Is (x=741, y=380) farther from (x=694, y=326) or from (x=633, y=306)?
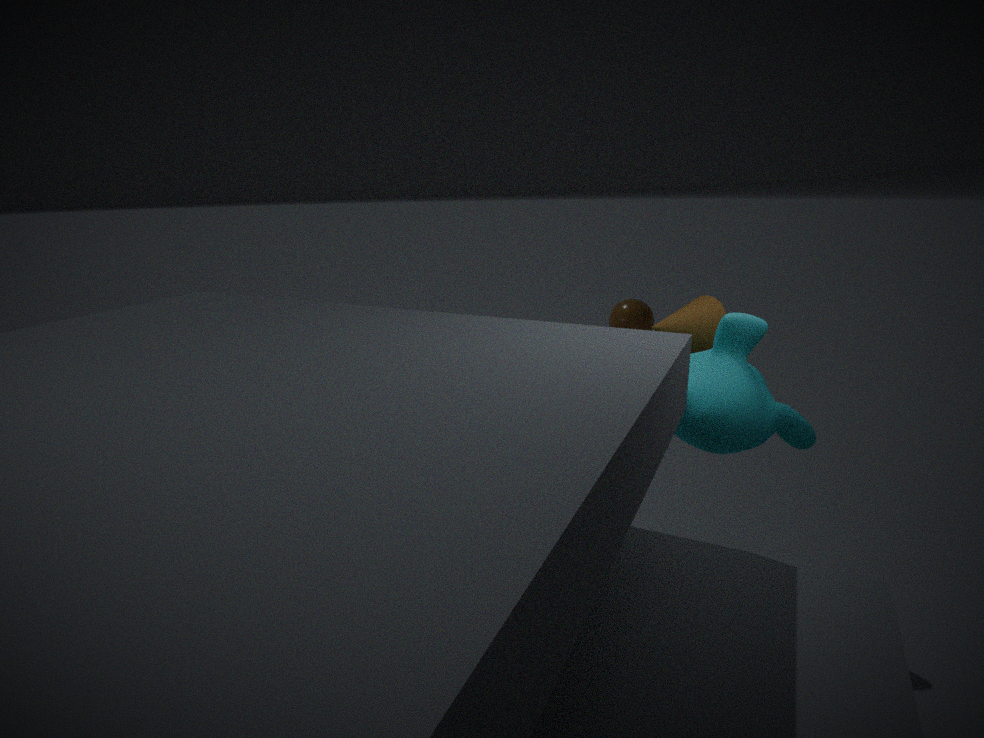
(x=633, y=306)
